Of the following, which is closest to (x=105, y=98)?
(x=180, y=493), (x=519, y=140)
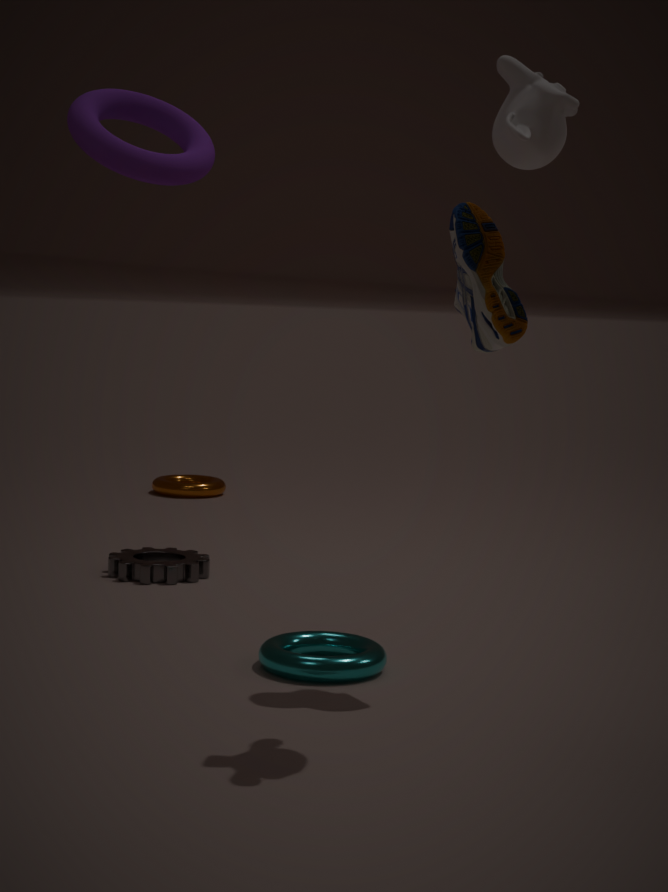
(x=519, y=140)
